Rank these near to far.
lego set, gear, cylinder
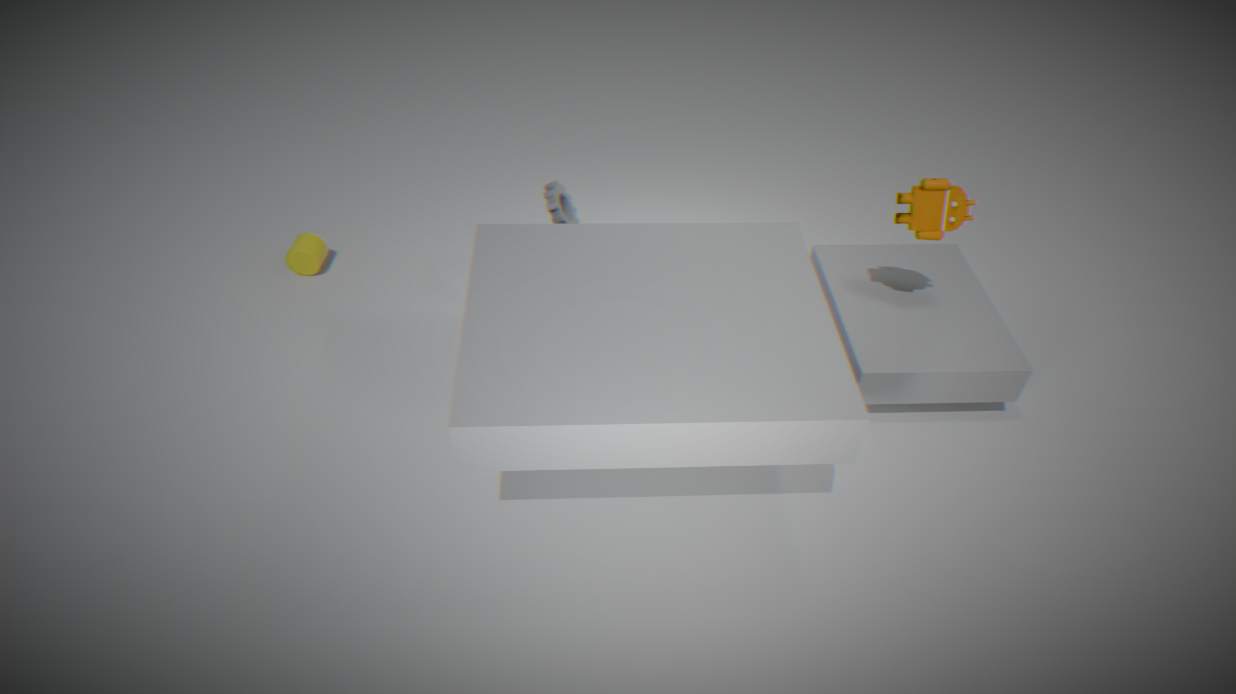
lego set < gear < cylinder
